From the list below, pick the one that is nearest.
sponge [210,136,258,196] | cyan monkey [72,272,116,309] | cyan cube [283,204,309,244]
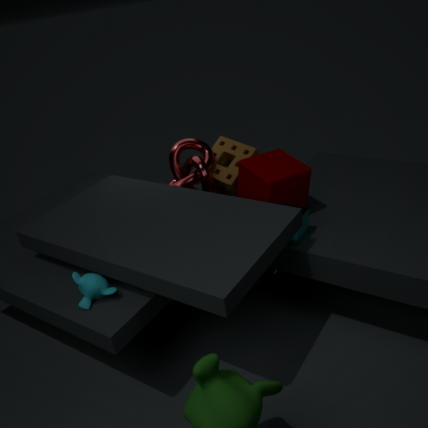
cyan monkey [72,272,116,309]
